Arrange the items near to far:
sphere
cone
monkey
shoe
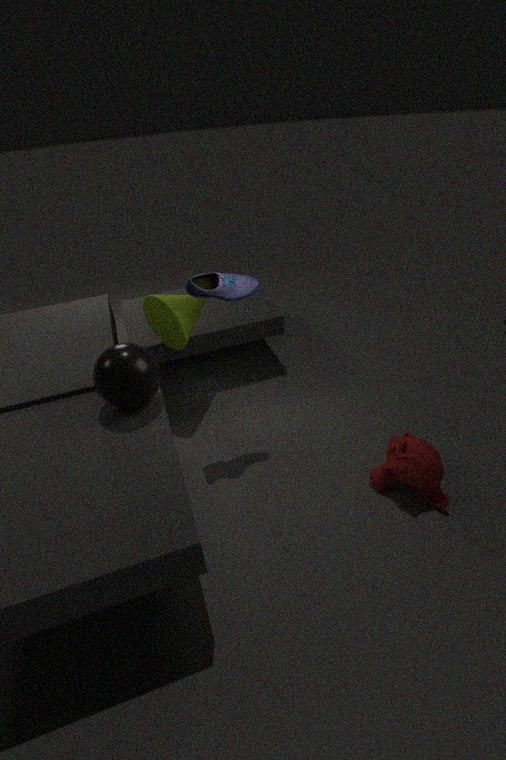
sphere
monkey
shoe
cone
